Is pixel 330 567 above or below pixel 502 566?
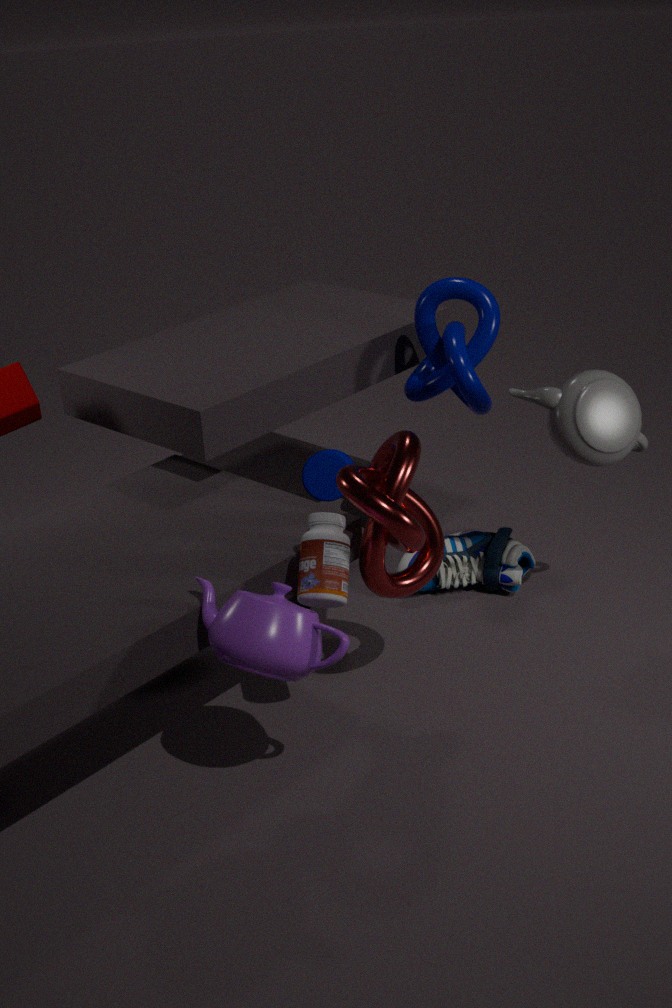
above
